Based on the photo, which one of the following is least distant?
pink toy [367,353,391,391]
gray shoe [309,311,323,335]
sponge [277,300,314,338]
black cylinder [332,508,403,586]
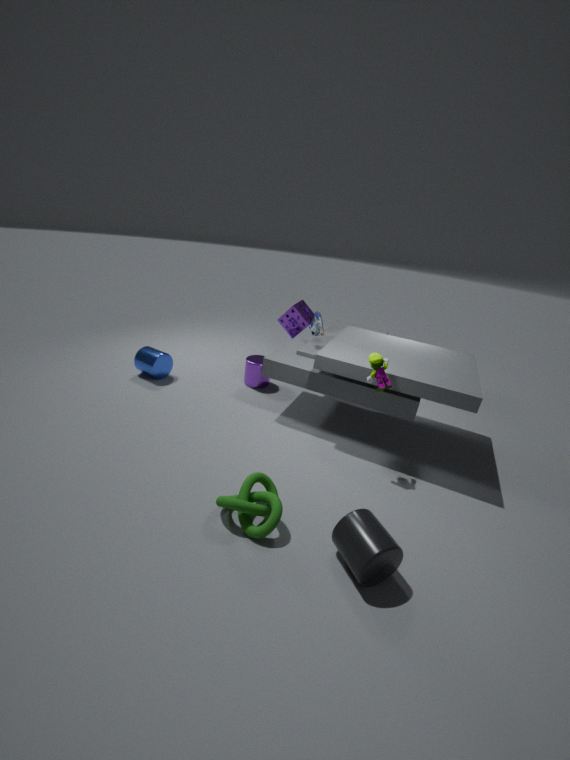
black cylinder [332,508,403,586]
